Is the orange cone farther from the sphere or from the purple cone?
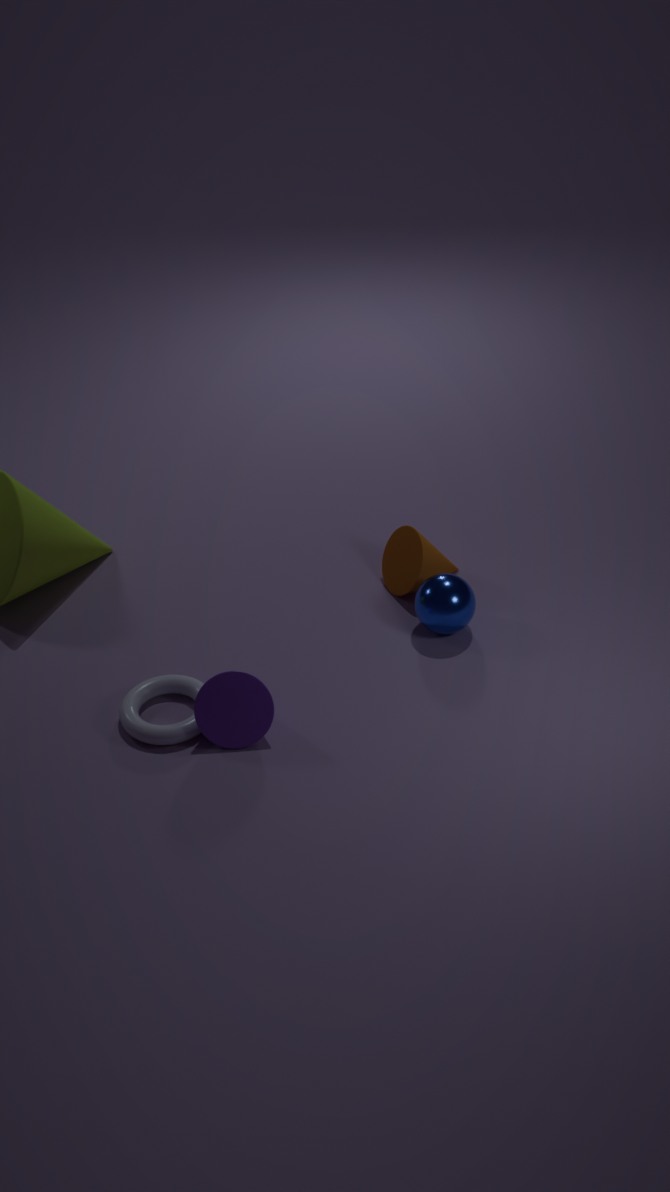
the purple cone
